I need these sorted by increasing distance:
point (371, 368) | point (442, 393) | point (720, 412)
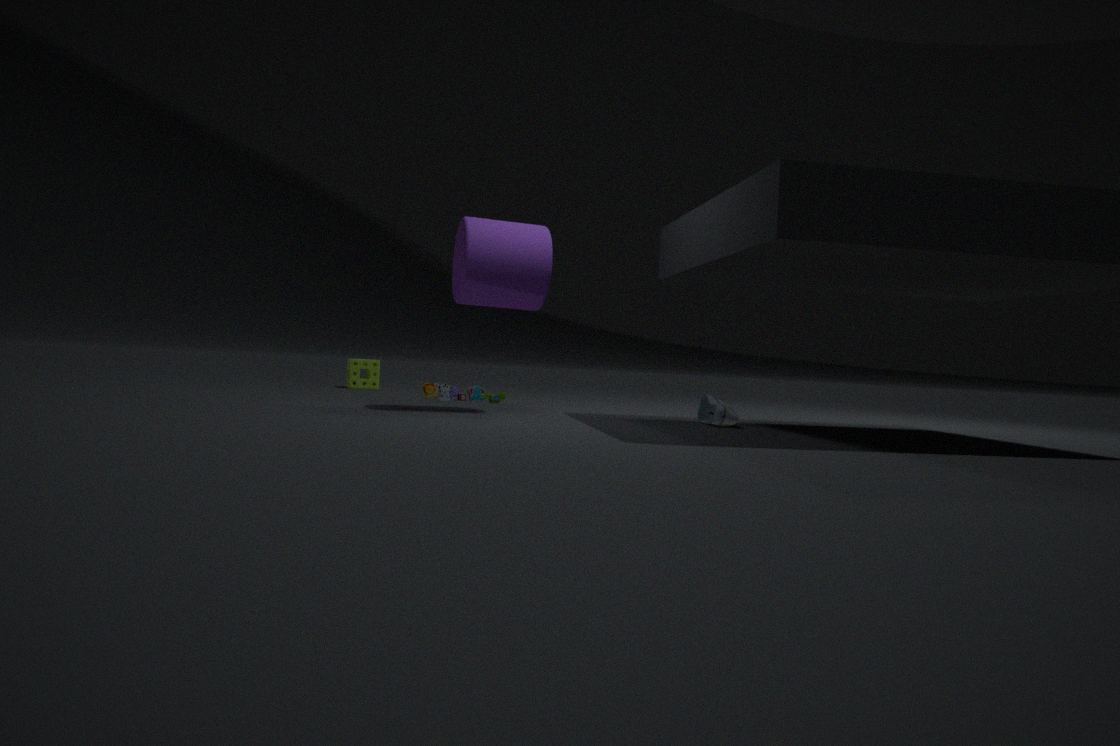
1. point (720, 412)
2. point (442, 393)
3. point (371, 368)
